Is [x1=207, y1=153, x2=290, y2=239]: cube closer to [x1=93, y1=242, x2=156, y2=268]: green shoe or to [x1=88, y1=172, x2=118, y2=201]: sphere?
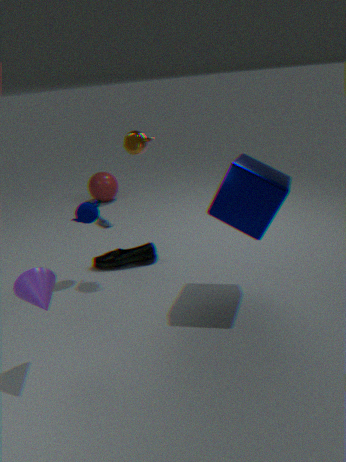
[x1=93, y1=242, x2=156, y2=268]: green shoe
